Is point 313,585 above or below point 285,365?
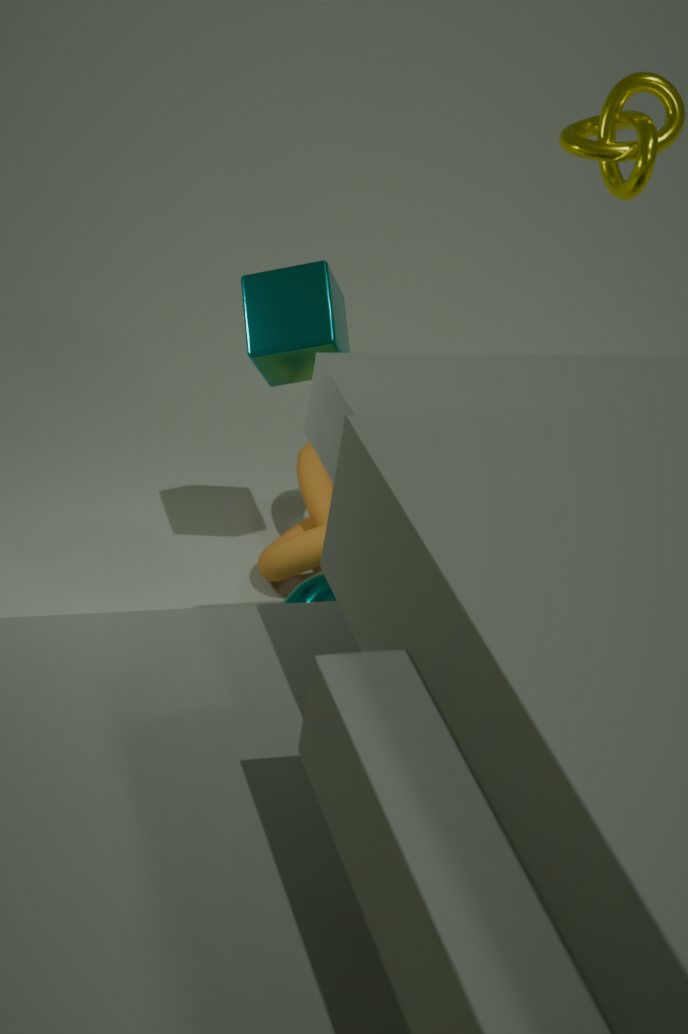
below
